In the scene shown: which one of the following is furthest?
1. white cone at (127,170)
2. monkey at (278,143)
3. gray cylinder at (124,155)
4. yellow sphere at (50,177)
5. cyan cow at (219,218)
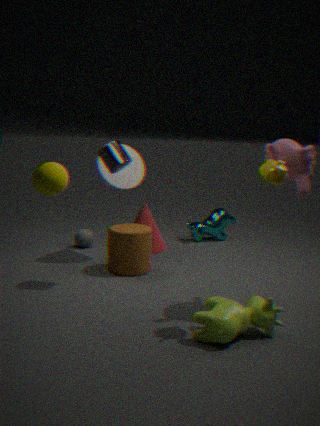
cyan cow at (219,218)
